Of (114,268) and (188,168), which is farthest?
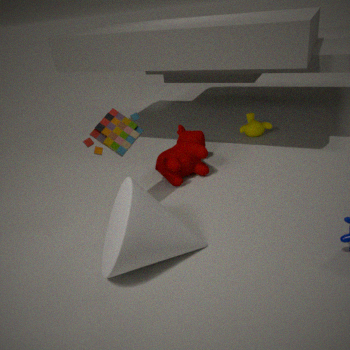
(188,168)
